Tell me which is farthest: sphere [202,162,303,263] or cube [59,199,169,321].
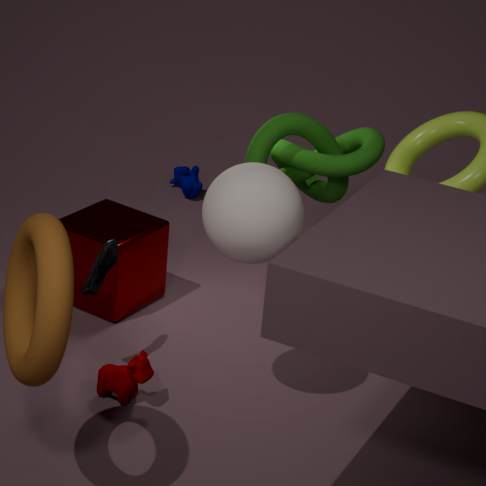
cube [59,199,169,321]
